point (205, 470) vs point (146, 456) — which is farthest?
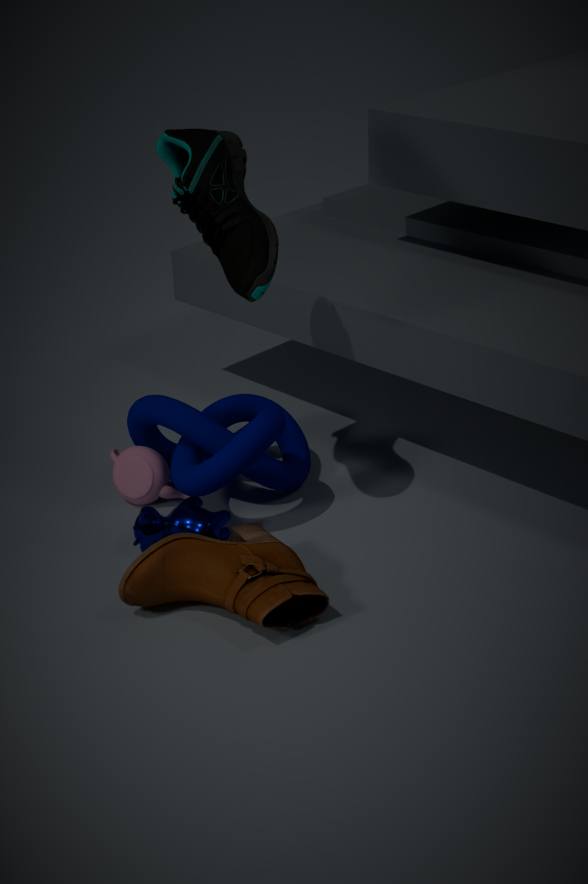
point (146, 456)
